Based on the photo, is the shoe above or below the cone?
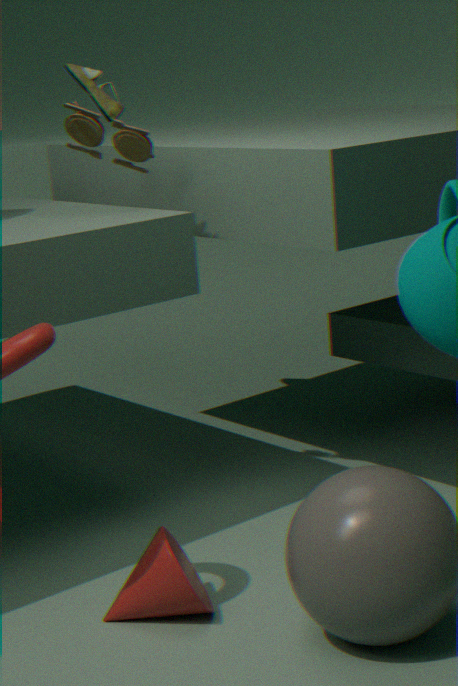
above
